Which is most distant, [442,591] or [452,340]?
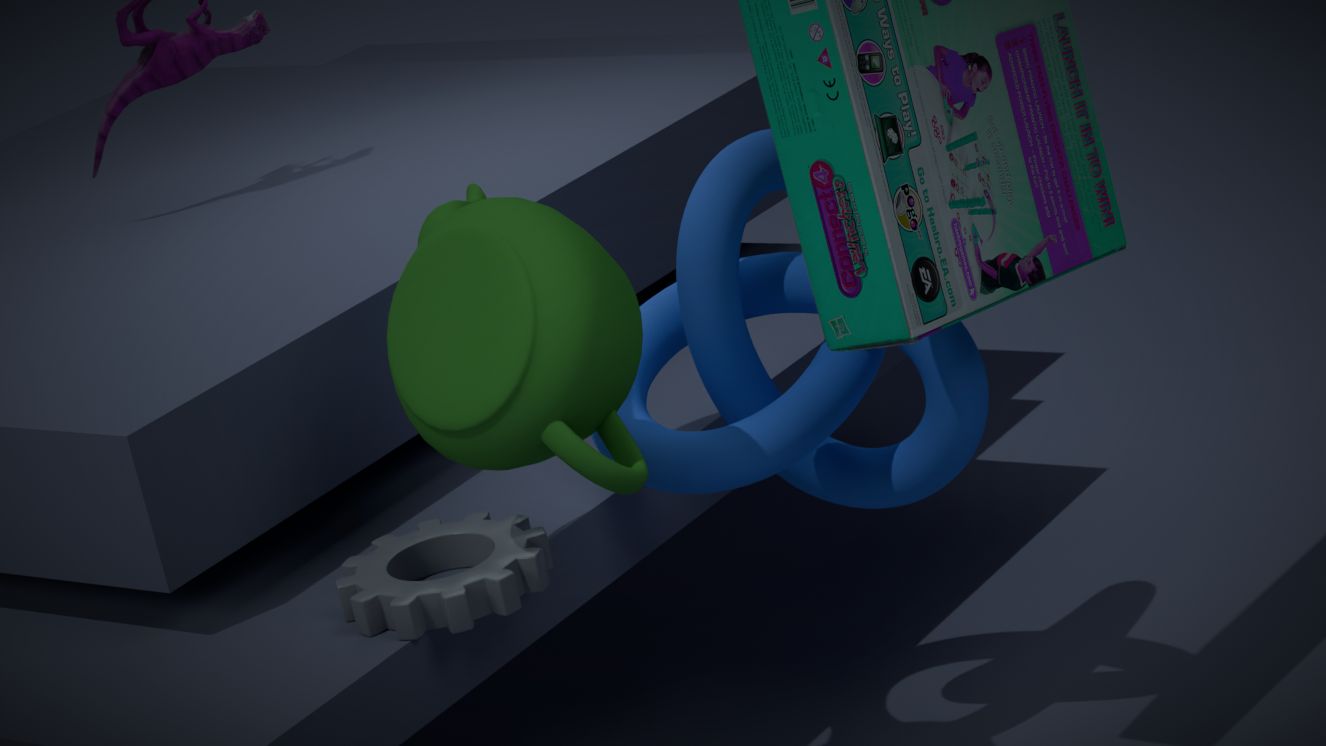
[442,591]
